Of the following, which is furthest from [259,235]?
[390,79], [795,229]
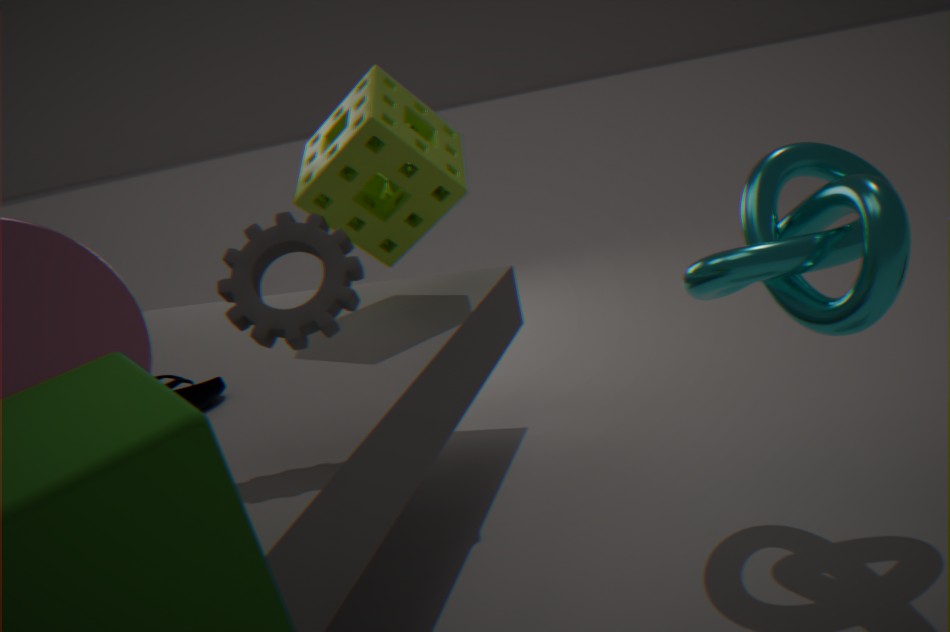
[795,229]
